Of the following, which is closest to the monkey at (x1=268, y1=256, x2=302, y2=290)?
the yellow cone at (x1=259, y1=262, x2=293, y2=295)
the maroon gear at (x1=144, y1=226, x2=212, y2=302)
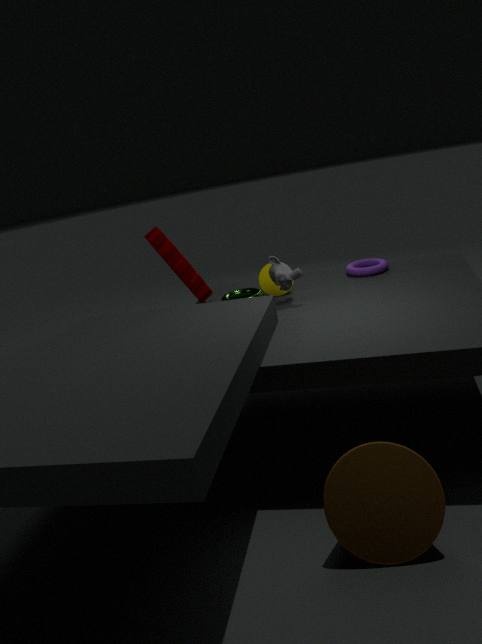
the yellow cone at (x1=259, y1=262, x2=293, y2=295)
